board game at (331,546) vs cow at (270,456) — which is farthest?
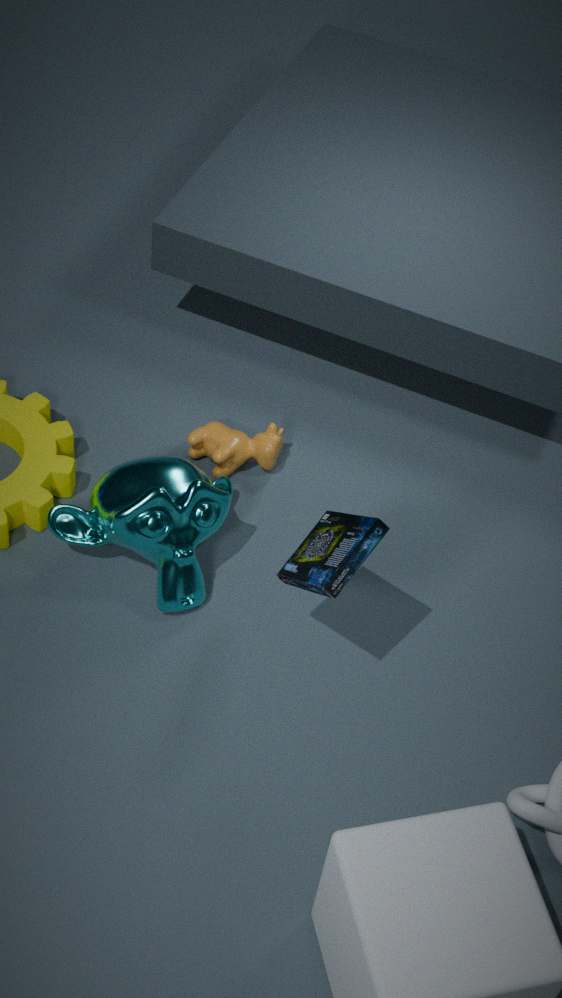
cow at (270,456)
